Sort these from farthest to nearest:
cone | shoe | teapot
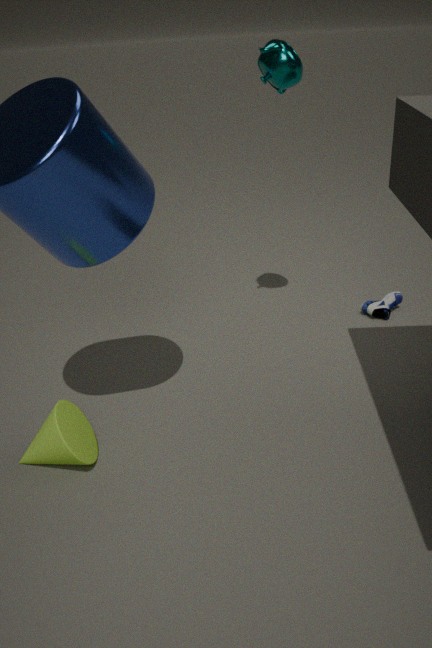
shoe < teapot < cone
